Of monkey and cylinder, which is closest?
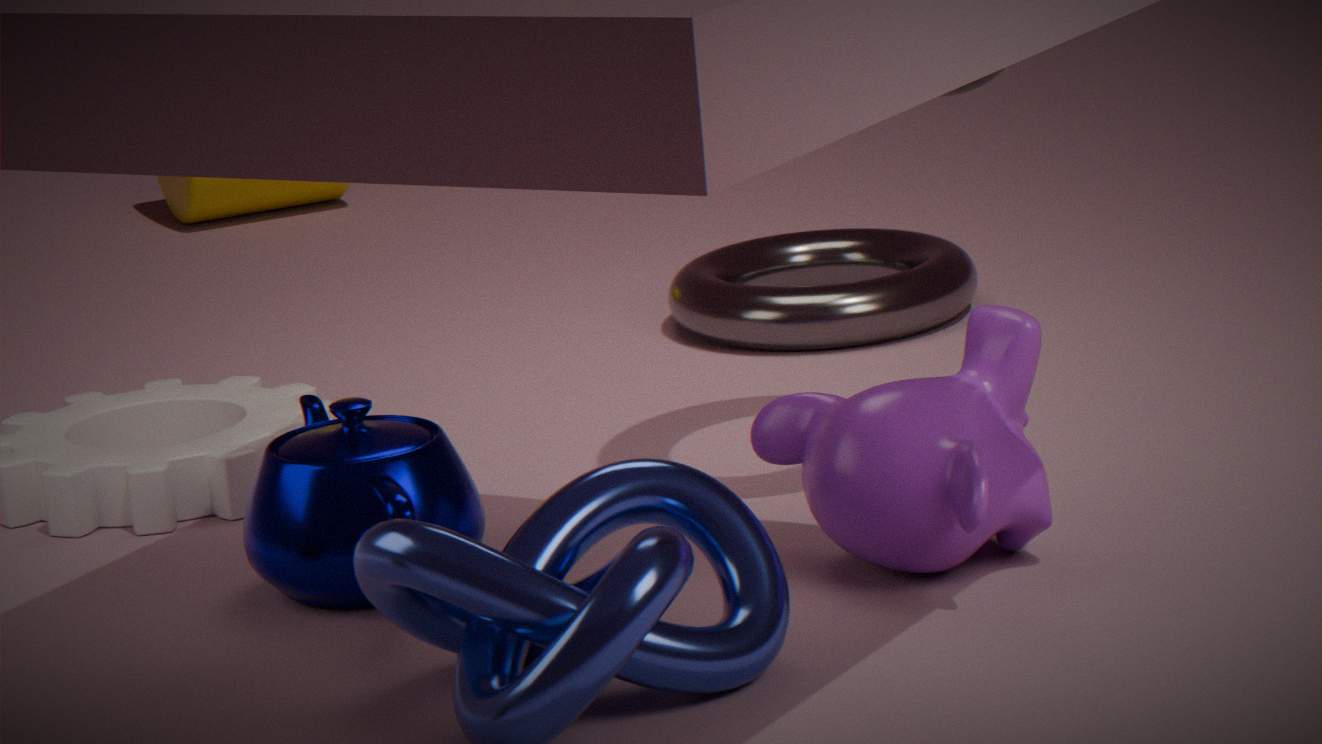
monkey
